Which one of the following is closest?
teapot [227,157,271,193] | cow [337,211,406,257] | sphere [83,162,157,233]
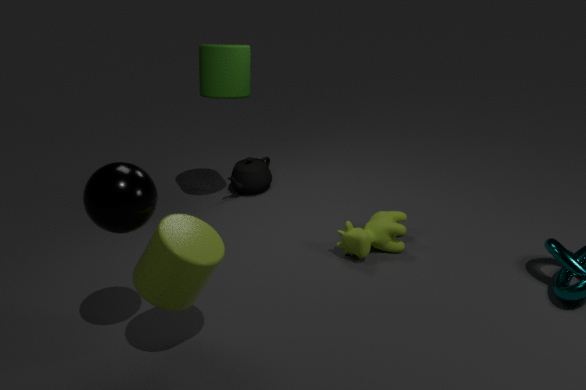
sphere [83,162,157,233]
